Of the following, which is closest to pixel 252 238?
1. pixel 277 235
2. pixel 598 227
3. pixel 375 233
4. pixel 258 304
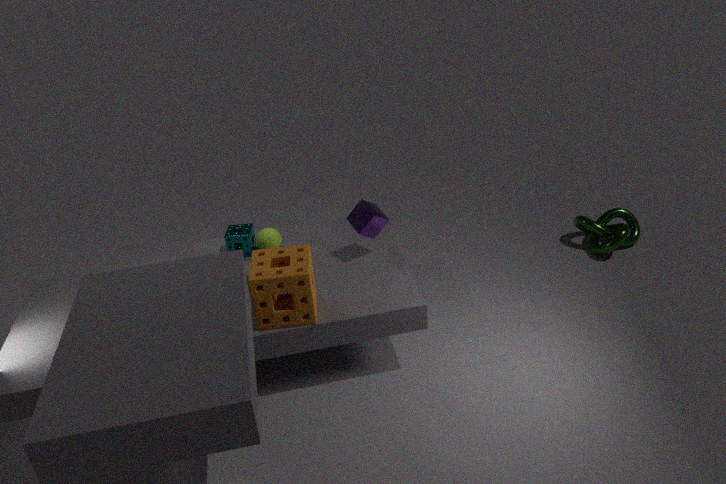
pixel 277 235
